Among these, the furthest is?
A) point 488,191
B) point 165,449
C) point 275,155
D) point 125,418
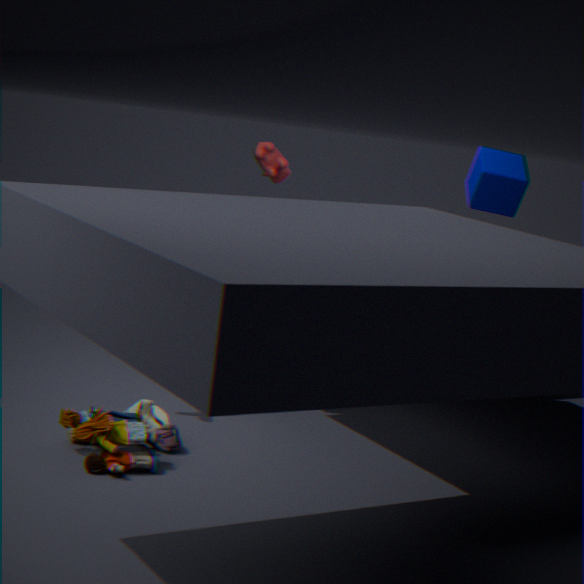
point 275,155
